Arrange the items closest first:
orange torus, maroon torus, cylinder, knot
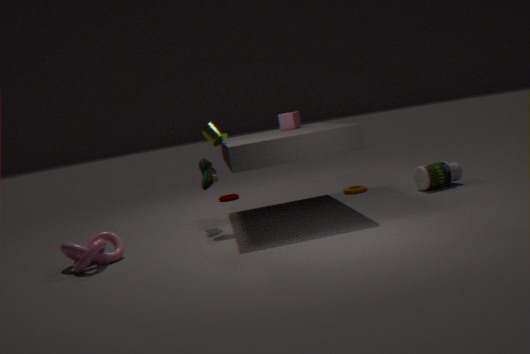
knot → cylinder → orange torus → maroon torus
